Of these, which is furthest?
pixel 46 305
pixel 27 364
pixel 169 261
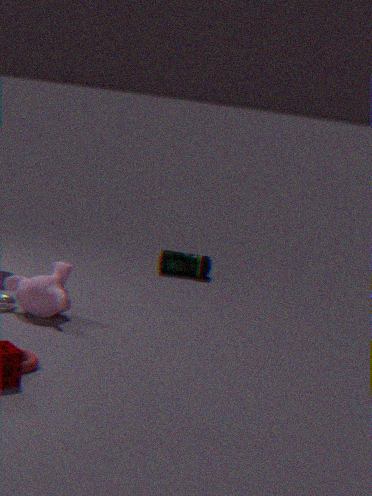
pixel 169 261
